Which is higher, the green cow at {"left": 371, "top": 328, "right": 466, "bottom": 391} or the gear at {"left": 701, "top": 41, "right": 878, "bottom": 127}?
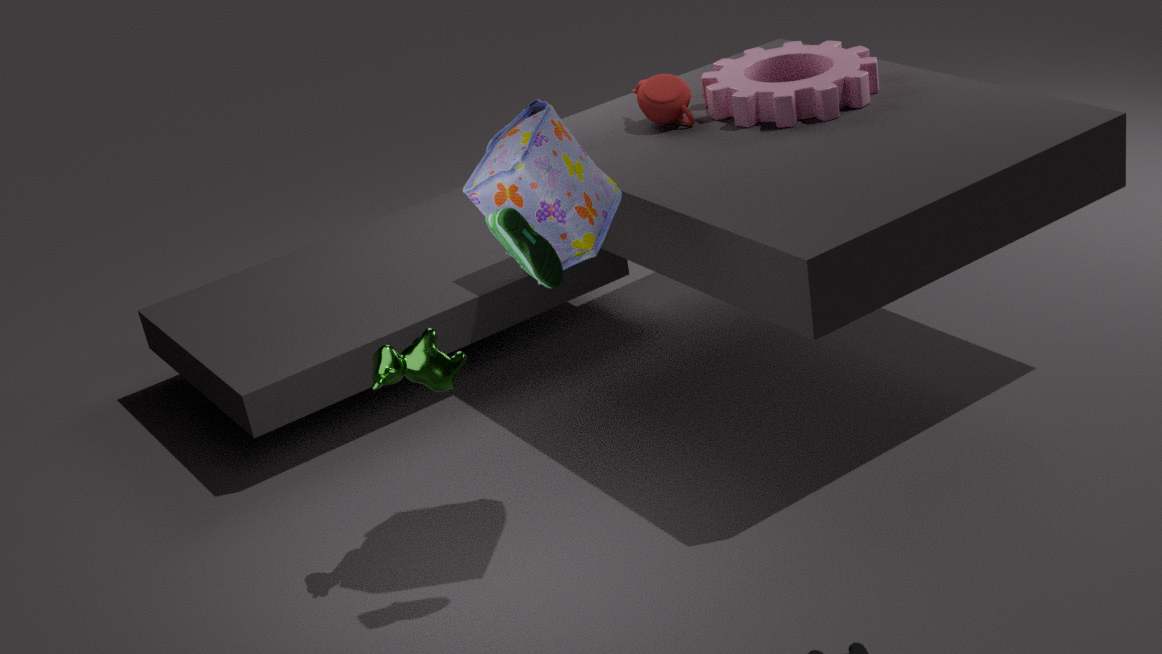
the gear at {"left": 701, "top": 41, "right": 878, "bottom": 127}
